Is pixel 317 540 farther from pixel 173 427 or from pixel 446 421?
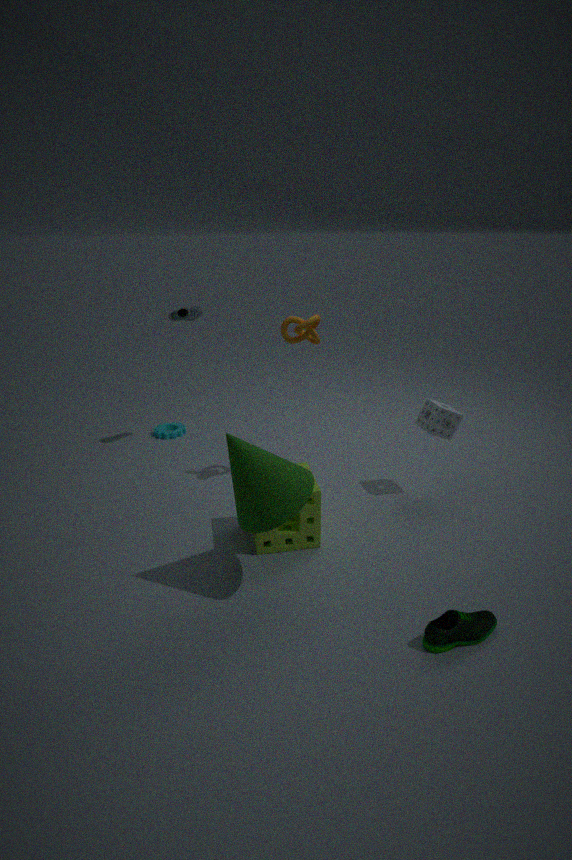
pixel 173 427
